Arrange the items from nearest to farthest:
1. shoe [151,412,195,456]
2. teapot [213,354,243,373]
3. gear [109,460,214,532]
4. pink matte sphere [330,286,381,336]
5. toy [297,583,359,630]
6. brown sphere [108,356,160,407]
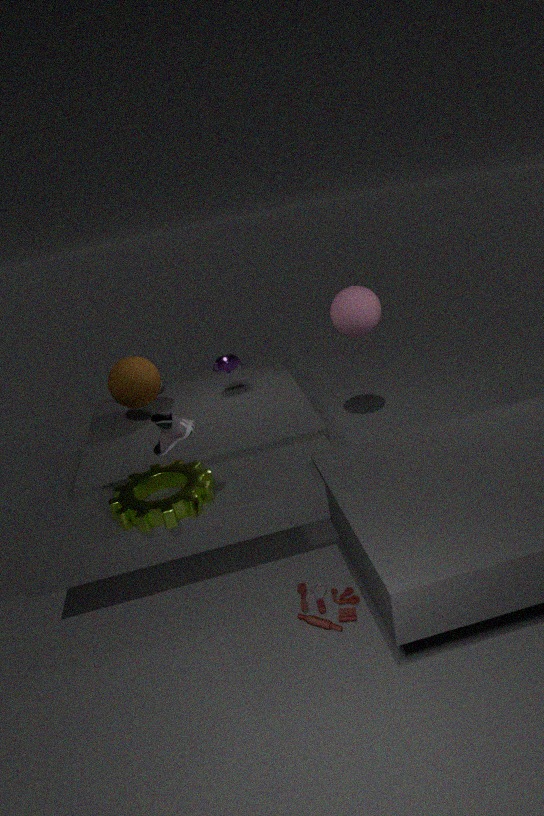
shoe [151,412,195,456] < toy [297,583,359,630] < gear [109,460,214,532] < brown sphere [108,356,160,407] < pink matte sphere [330,286,381,336] < teapot [213,354,243,373]
